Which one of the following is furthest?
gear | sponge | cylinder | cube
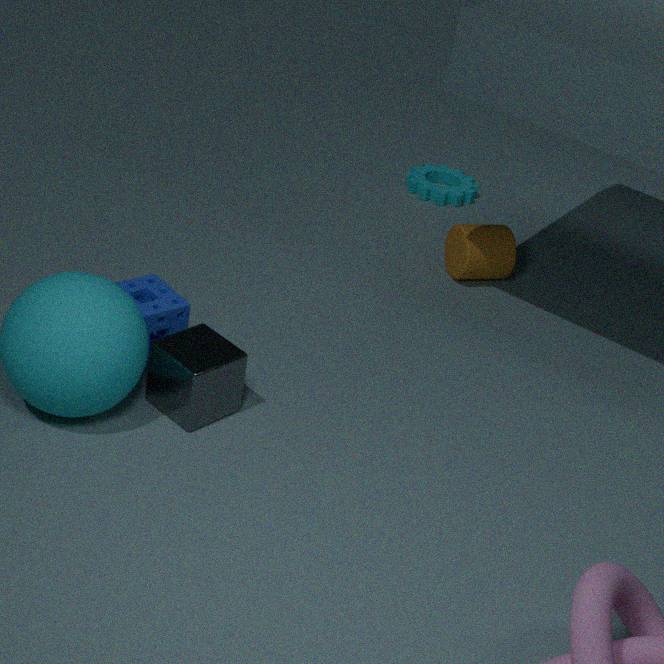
gear
